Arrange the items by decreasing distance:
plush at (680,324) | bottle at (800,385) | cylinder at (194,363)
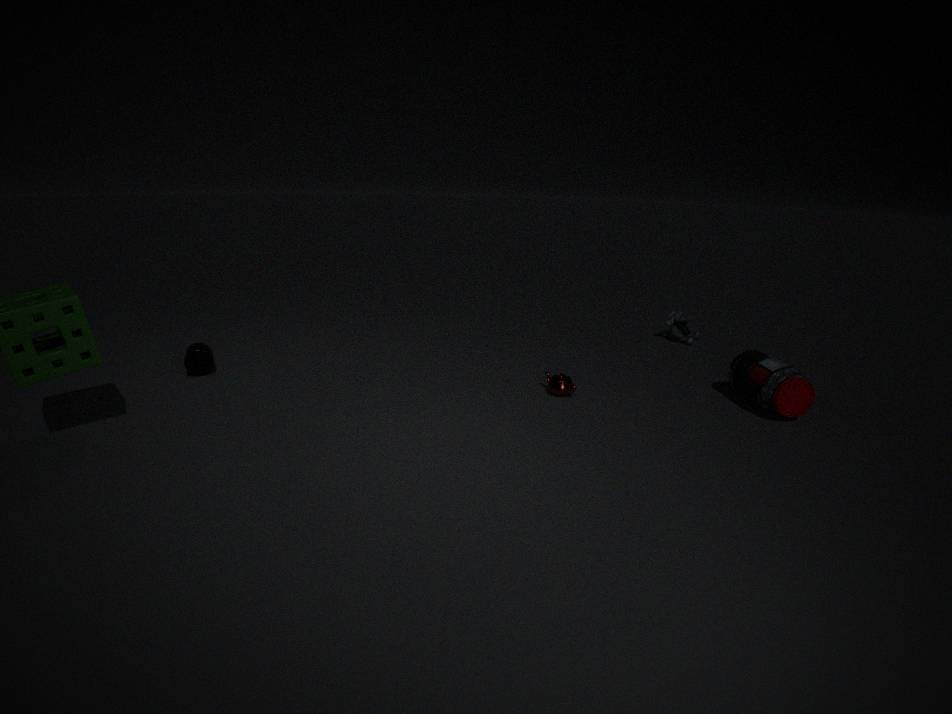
plush at (680,324), cylinder at (194,363), bottle at (800,385)
